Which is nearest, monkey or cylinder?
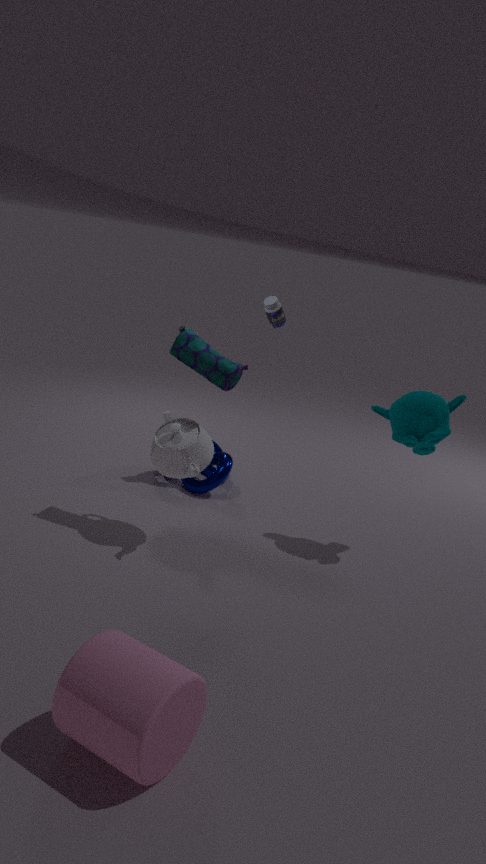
cylinder
